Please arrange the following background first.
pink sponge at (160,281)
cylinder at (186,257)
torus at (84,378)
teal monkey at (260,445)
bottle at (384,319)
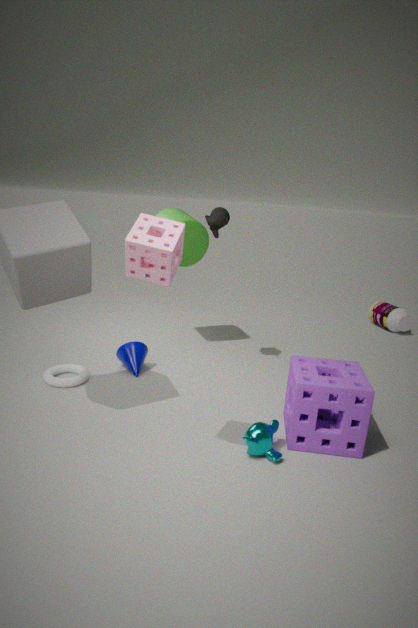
1. bottle at (384,319)
2. cylinder at (186,257)
3. torus at (84,378)
4. teal monkey at (260,445)
5. pink sponge at (160,281)
